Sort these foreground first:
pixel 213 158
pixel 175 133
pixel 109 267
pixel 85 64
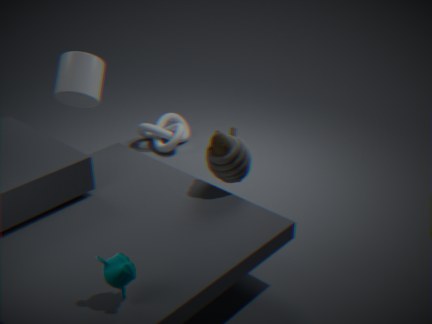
pixel 109 267, pixel 213 158, pixel 85 64, pixel 175 133
